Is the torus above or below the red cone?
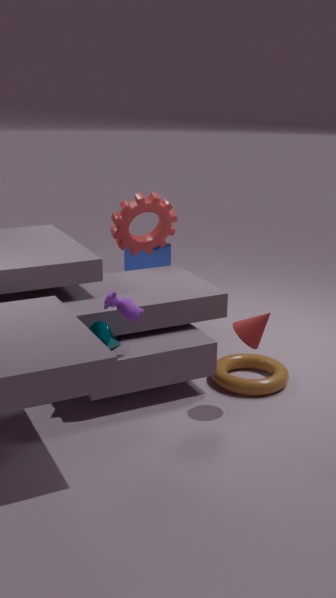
below
